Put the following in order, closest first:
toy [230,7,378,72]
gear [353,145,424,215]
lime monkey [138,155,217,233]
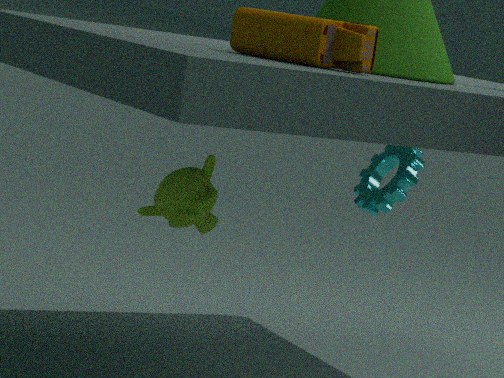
toy [230,7,378,72]
lime monkey [138,155,217,233]
gear [353,145,424,215]
